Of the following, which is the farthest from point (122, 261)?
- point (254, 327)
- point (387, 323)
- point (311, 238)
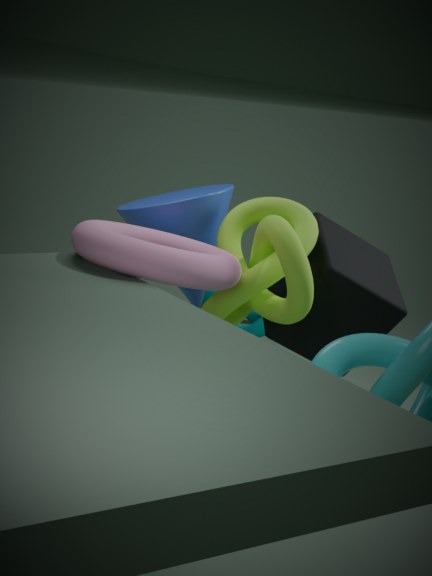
point (254, 327)
